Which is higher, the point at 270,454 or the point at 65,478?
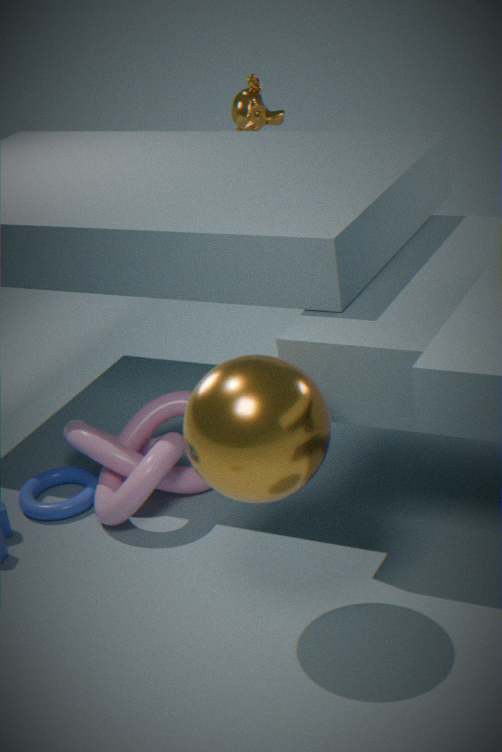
the point at 270,454
